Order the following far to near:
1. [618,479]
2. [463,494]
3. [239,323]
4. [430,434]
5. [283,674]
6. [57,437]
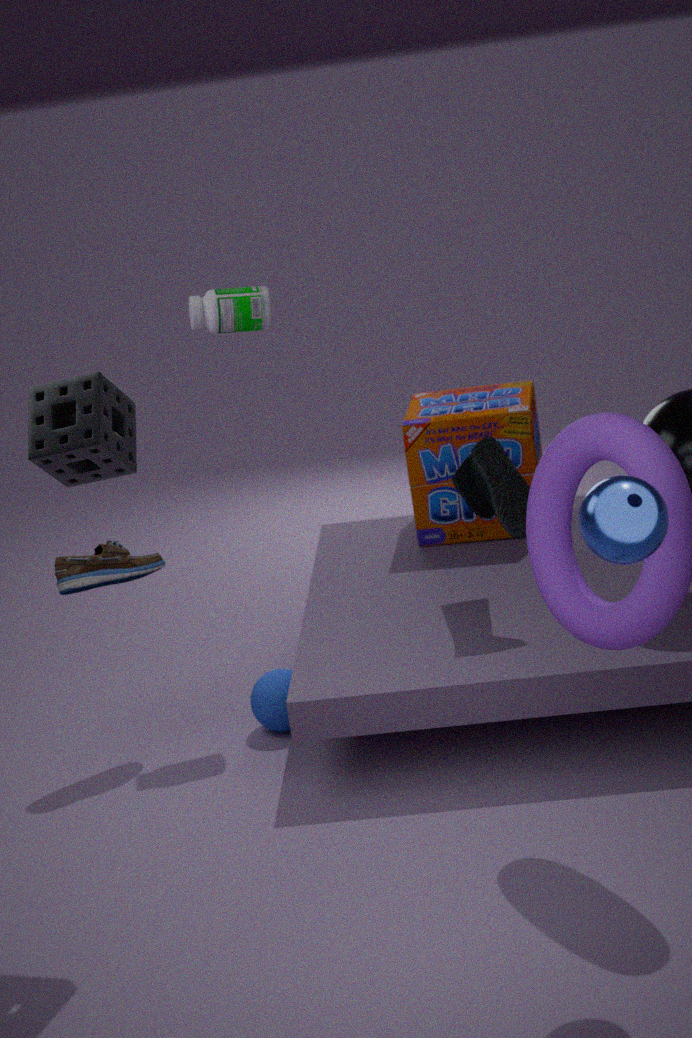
[430,434] → [463,494] → [239,323] → [283,674] → [57,437] → [618,479]
